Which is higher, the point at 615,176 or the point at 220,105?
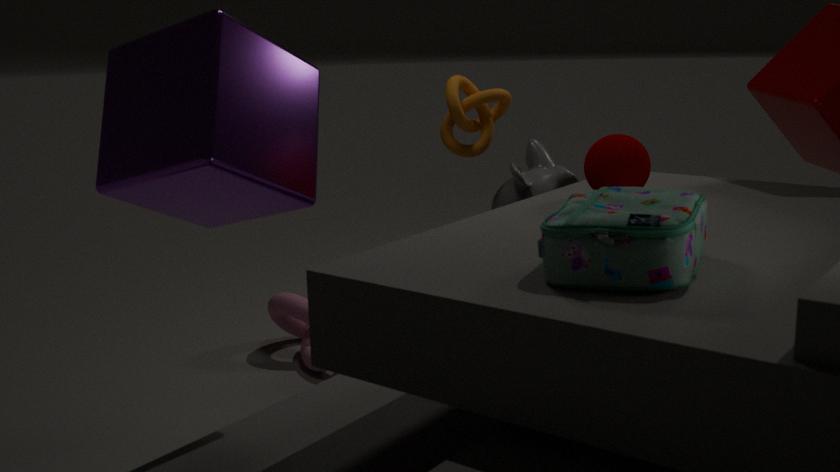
the point at 220,105
